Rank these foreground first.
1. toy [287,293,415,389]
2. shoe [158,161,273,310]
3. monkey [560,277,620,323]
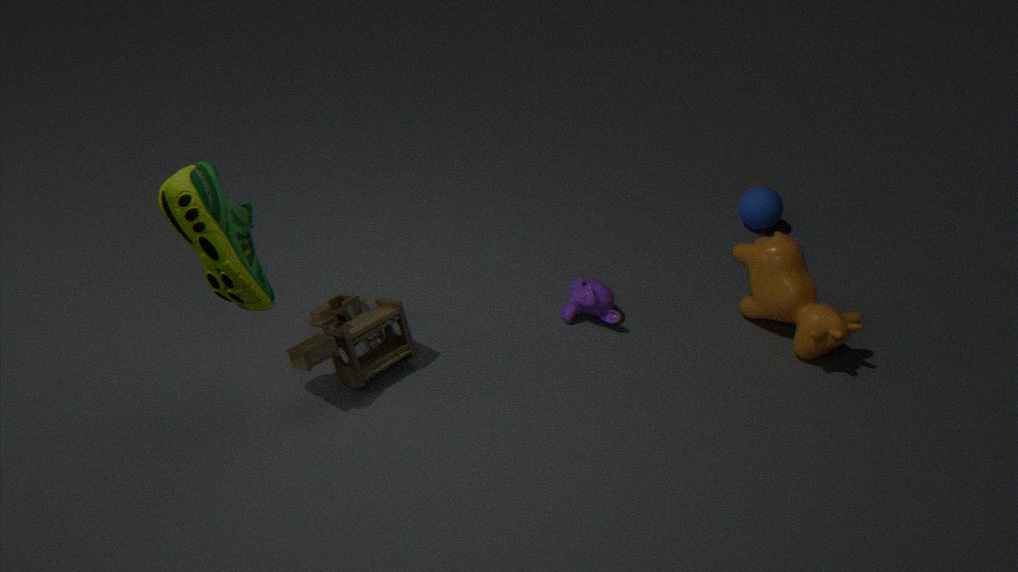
shoe [158,161,273,310]
toy [287,293,415,389]
monkey [560,277,620,323]
